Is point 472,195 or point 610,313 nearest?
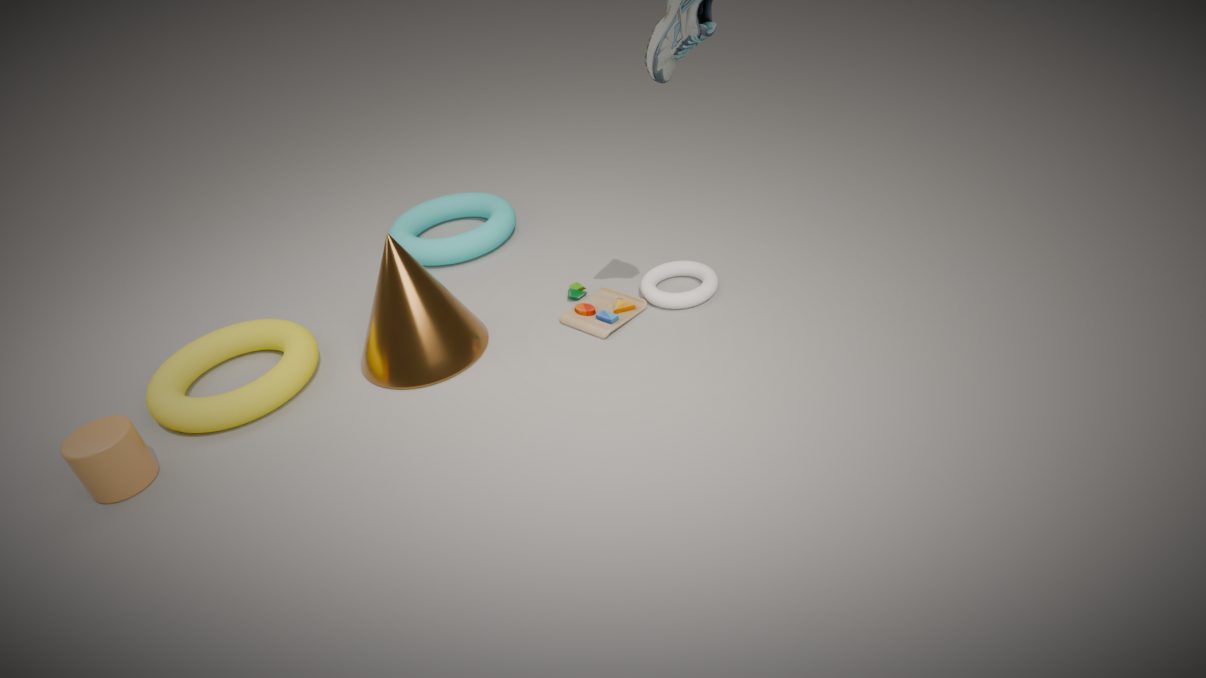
point 610,313
